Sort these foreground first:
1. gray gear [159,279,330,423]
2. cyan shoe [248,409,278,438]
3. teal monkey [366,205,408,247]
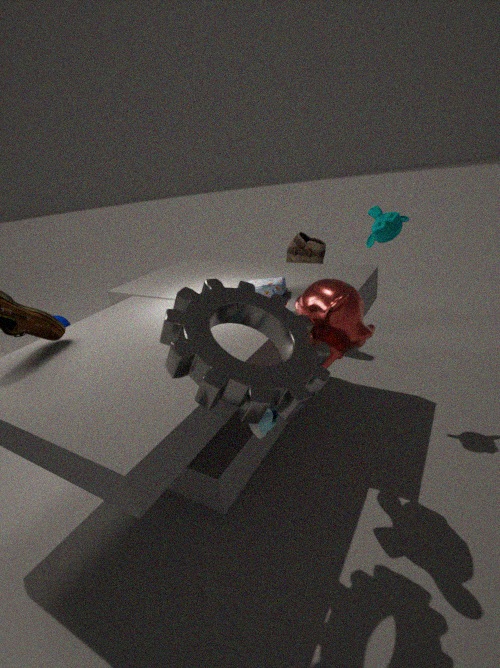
gray gear [159,279,330,423] → cyan shoe [248,409,278,438] → teal monkey [366,205,408,247]
